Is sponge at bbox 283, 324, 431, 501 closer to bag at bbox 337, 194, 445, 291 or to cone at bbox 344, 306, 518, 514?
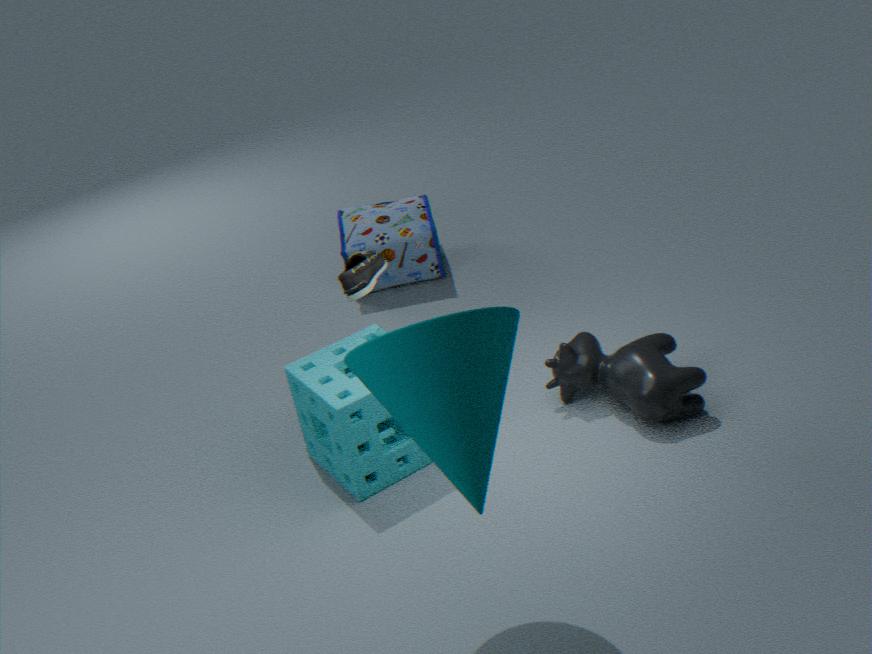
cone at bbox 344, 306, 518, 514
